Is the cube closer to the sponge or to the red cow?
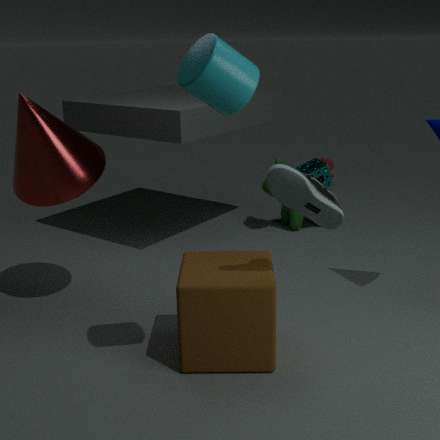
the sponge
